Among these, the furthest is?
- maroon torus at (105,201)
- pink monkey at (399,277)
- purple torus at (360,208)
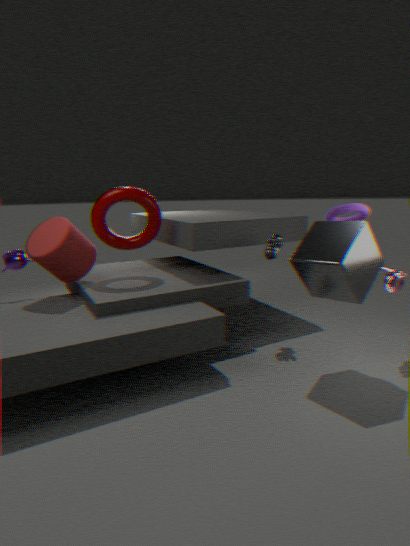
maroon torus at (105,201)
